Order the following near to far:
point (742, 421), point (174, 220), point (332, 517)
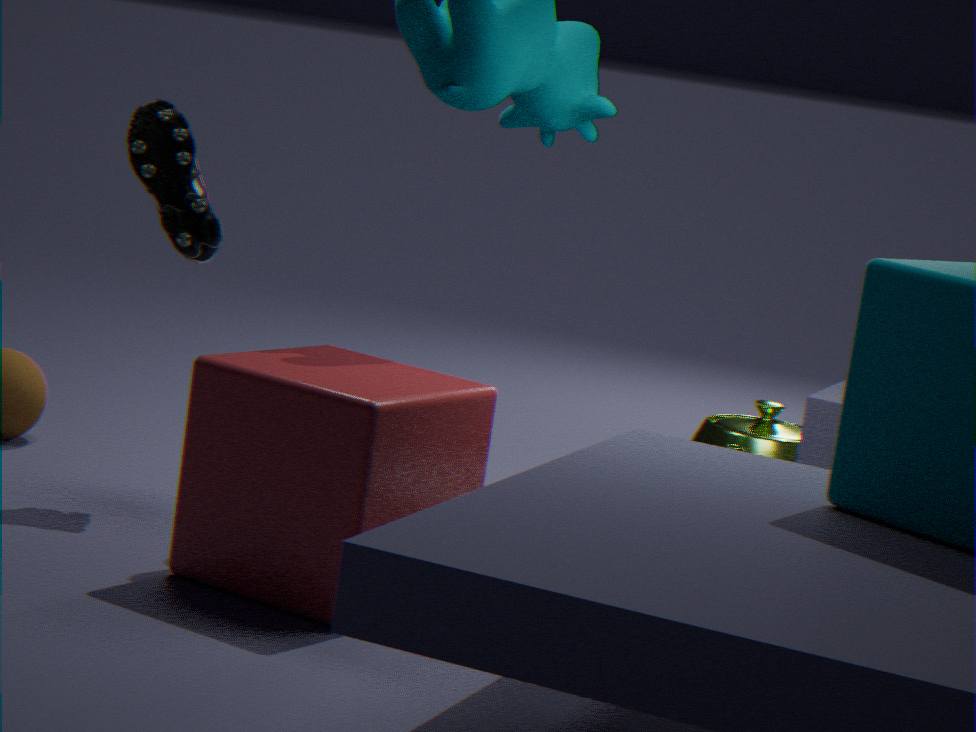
point (332, 517), point (174, 220), point (742, 421)
